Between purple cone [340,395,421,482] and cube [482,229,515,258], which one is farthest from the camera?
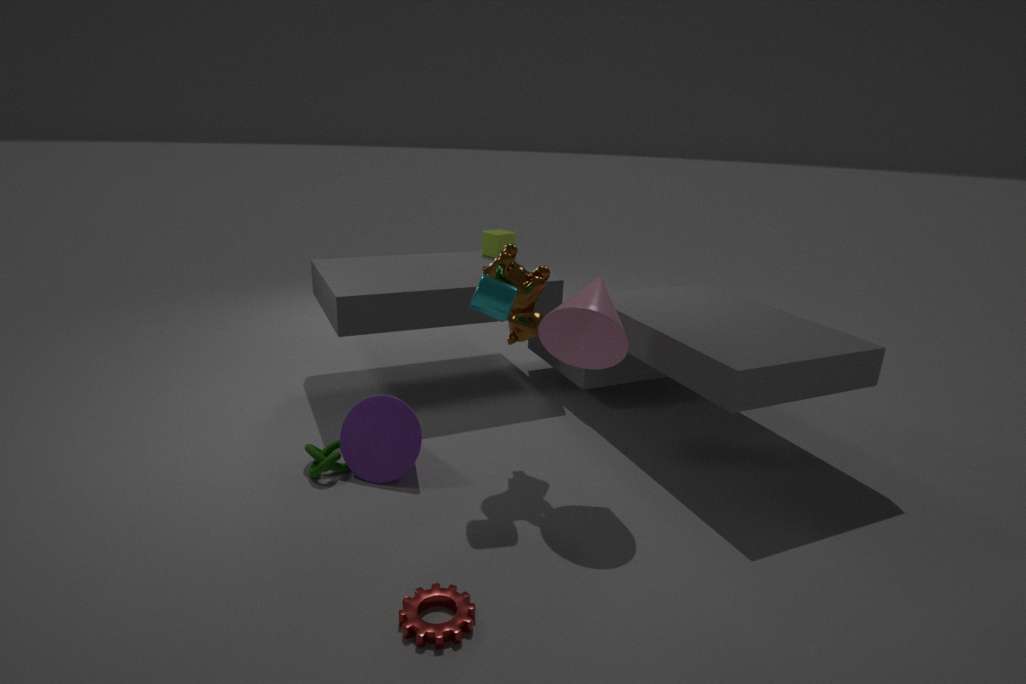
cube [482,229,515,258]
